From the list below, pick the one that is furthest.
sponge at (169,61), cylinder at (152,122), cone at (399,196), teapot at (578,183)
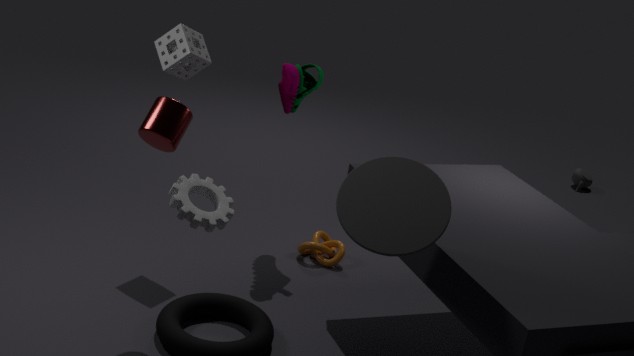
teapot at (578,183)
